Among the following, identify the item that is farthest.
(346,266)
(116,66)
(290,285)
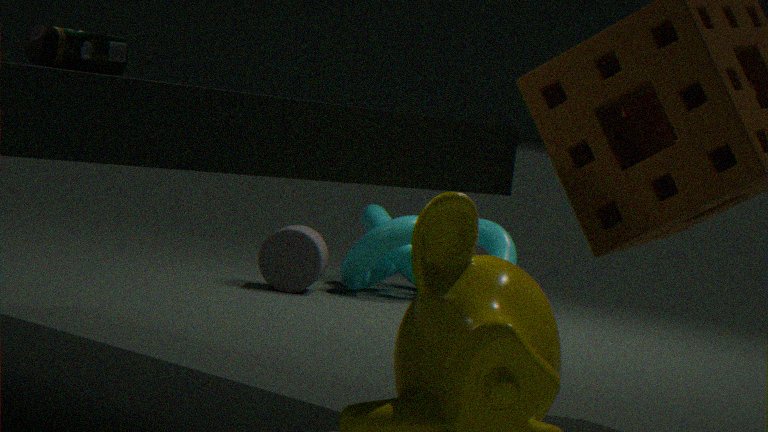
(346,266)
